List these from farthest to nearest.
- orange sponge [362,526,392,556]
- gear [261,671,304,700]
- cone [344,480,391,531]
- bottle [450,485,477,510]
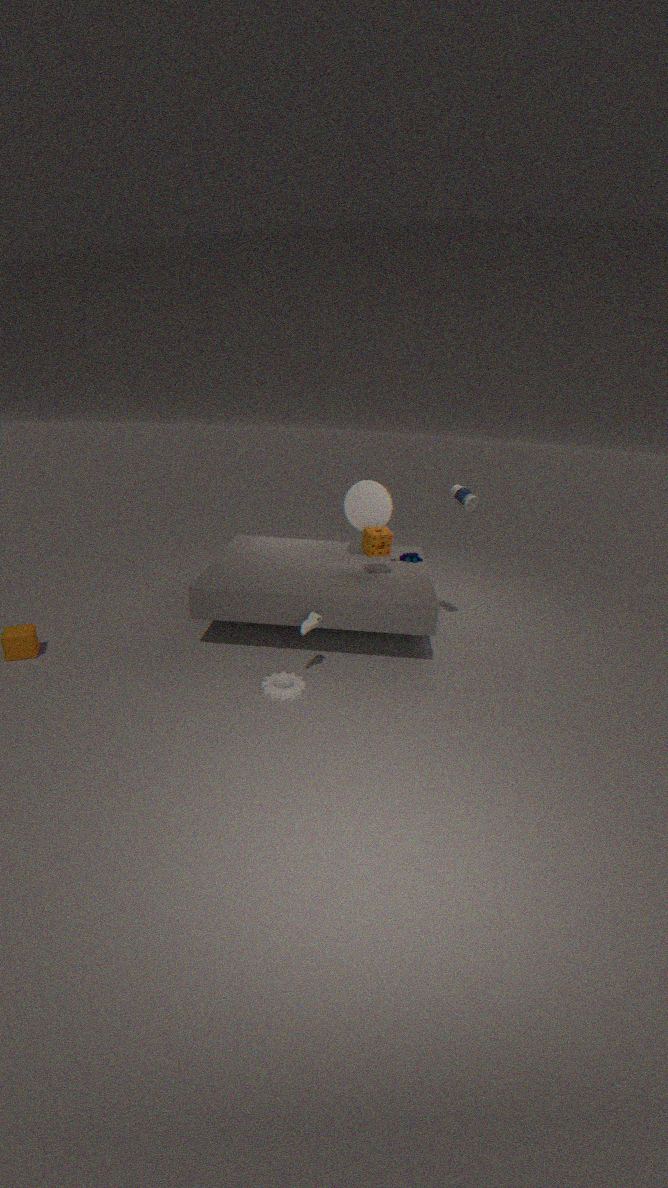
1. cone [344,480,391,531]
2. orange sponge [362,526,392,556]
3. bottle [450,485,477,510]
4. gear [261,671,304,700]
